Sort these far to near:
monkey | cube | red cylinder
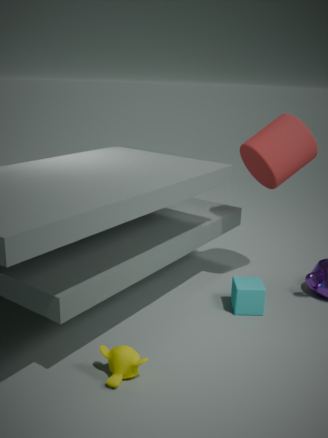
red cylinder → cube → monkey
